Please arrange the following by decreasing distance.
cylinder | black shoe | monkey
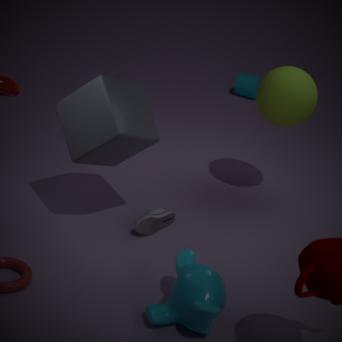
cylinder < black shoe < monkey
